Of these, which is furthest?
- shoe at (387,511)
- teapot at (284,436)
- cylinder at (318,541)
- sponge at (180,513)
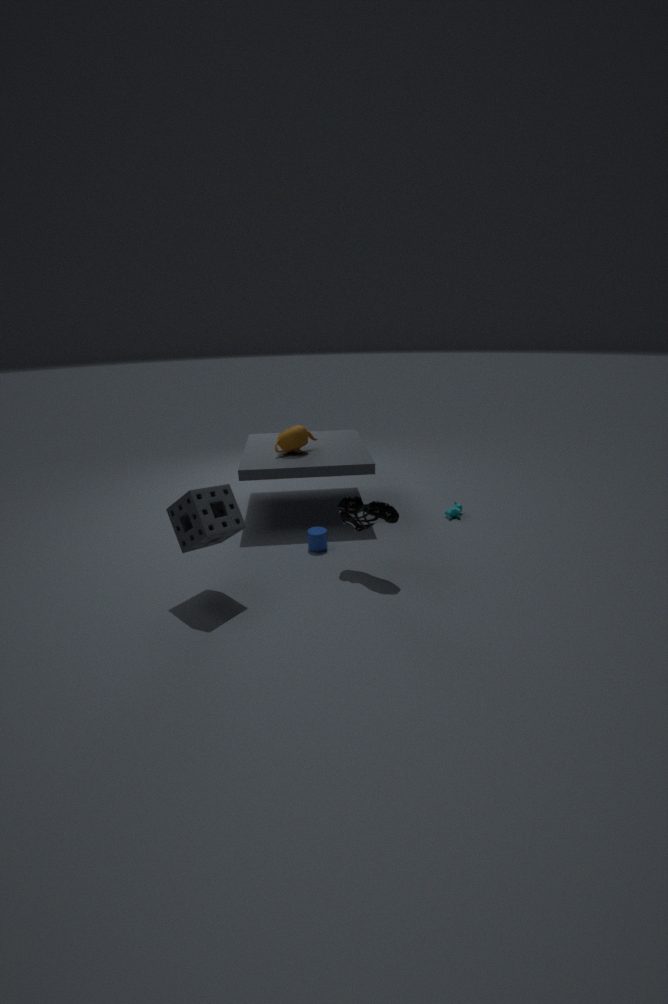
teapot at (284,436)
